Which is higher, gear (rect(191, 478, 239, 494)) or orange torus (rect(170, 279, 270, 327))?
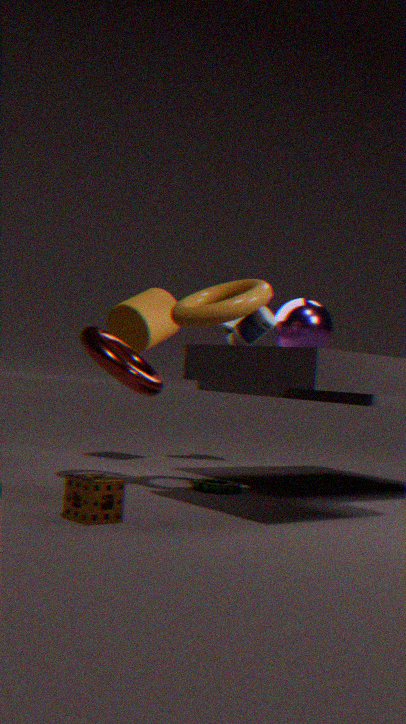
orange torus (rect(170, 279, 270, 327))
